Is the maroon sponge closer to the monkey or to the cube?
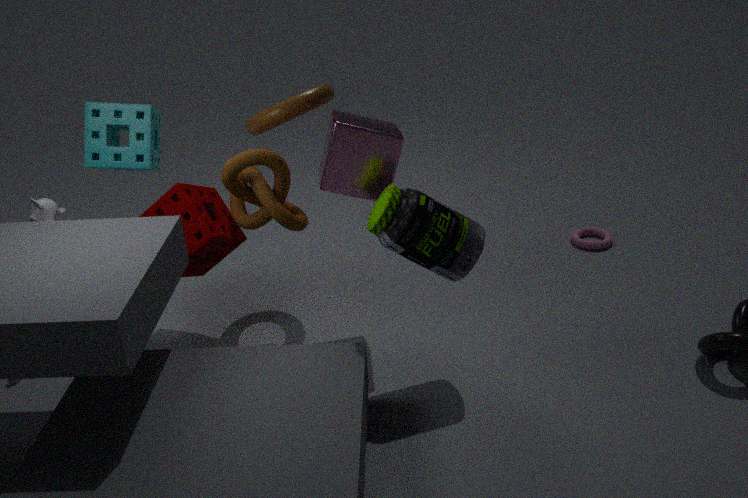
the monkey
